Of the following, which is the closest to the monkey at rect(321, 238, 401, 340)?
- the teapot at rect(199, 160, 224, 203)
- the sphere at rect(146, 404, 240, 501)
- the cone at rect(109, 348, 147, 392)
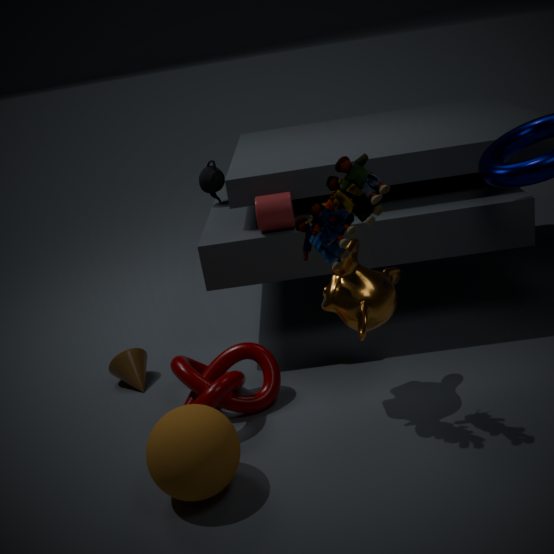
the sphere at rect(146, 404, 240, 501)
